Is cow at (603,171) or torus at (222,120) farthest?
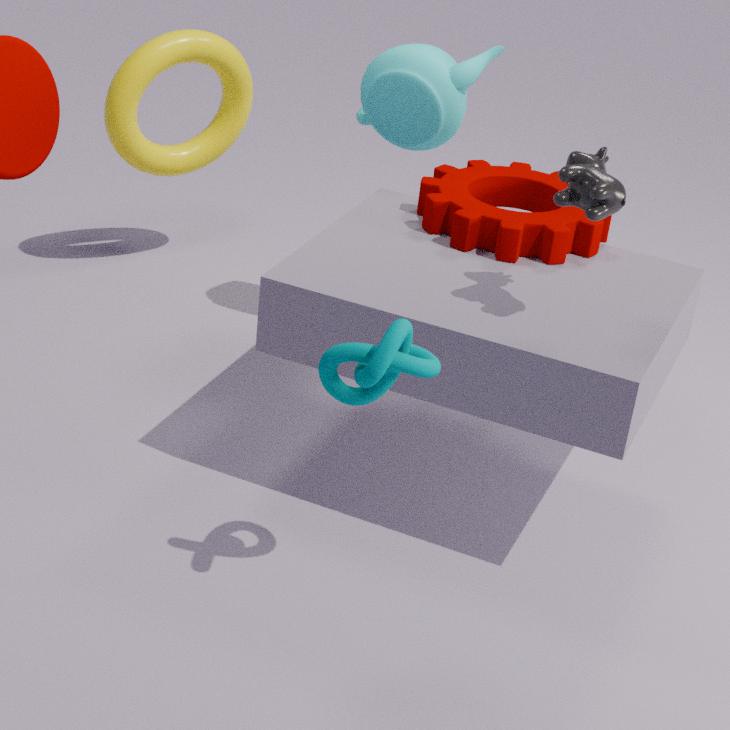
torus at (222,120)
